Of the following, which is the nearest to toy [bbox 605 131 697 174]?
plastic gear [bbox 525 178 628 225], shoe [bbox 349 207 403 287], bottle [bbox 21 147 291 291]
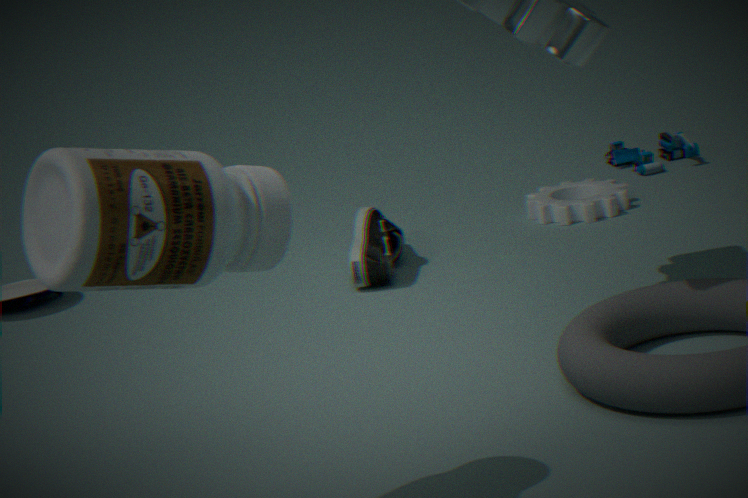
plastic gear [bbox 525 178 628 225]
